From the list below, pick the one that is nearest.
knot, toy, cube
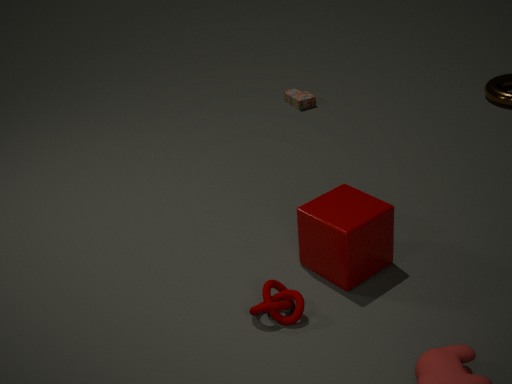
knot
